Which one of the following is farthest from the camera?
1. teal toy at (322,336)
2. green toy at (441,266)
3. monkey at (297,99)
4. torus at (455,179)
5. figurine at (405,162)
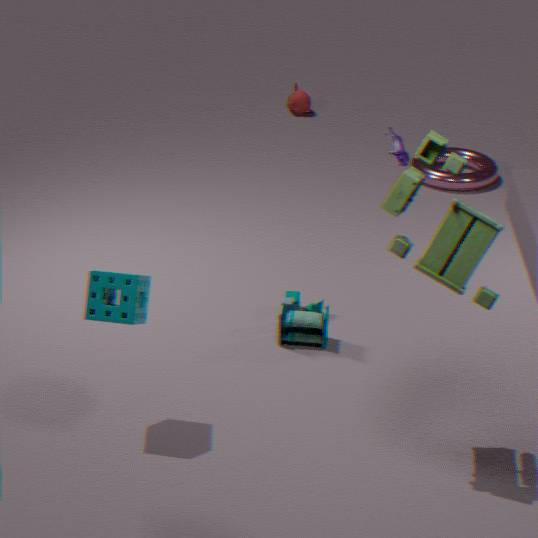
monkey at (297,99)
